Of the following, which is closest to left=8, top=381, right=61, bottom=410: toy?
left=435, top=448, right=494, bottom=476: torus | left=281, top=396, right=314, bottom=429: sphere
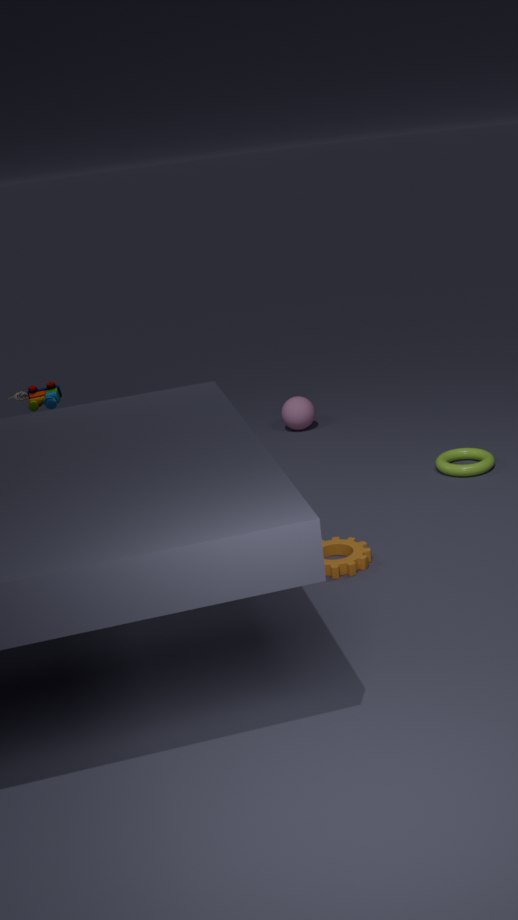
left=281, top=396, right=314, bottom=429: sphere
